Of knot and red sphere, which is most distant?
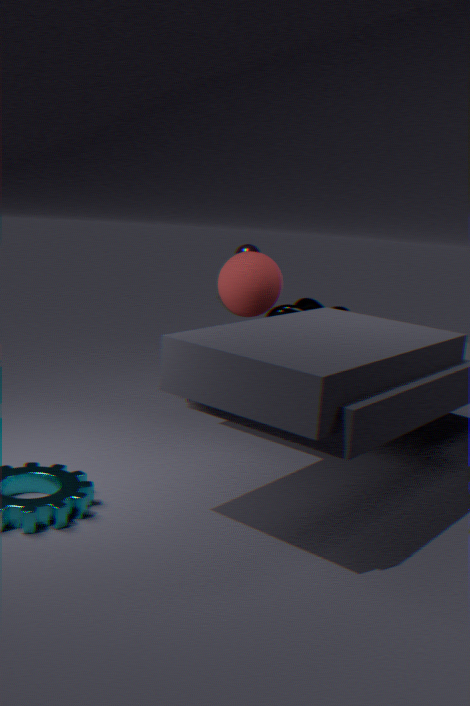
knot
